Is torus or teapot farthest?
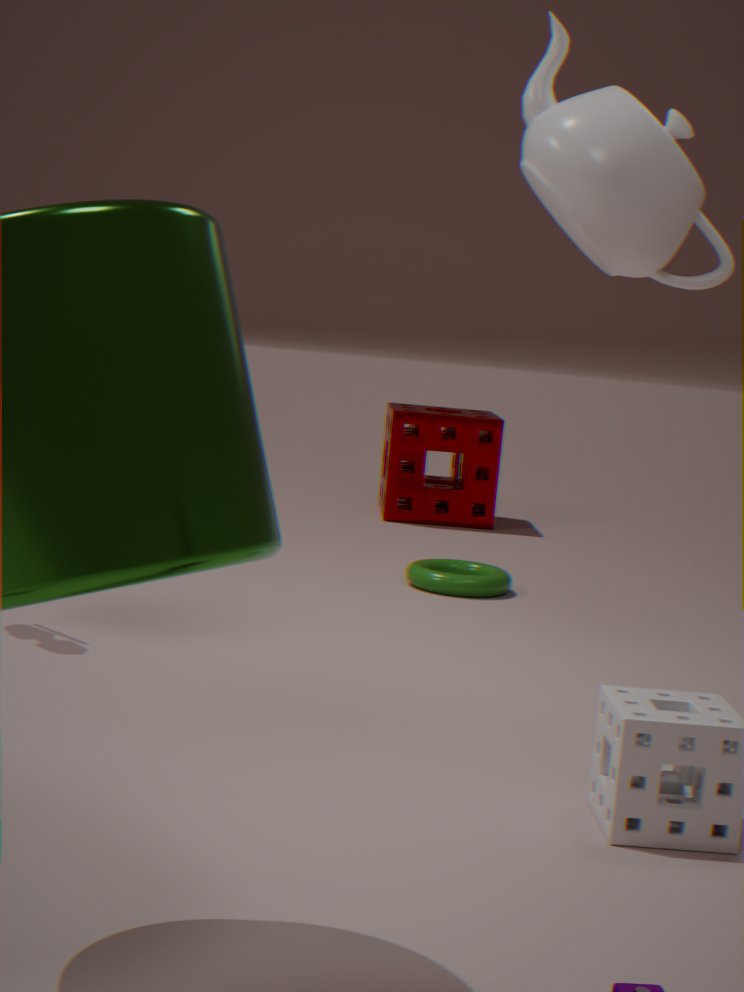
torus
